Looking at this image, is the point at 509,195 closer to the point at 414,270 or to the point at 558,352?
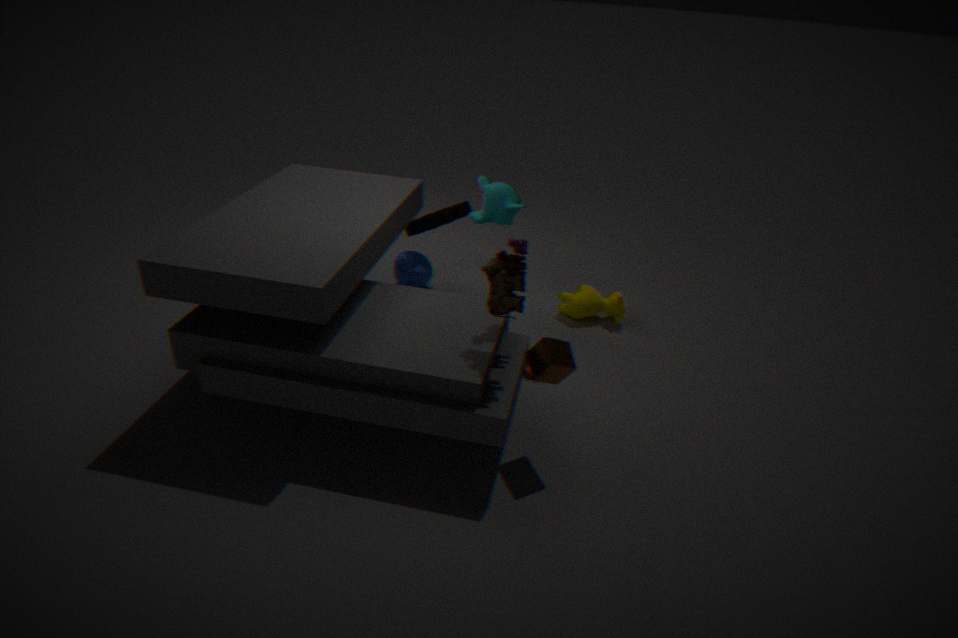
the point at 414,270
